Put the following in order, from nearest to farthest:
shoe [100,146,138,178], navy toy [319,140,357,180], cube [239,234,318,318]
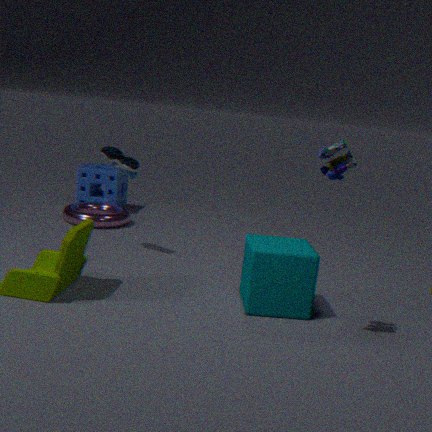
navy toy [319,140,357,180] → cube [239,234,318,318] → shoe [100,146,138,178]
